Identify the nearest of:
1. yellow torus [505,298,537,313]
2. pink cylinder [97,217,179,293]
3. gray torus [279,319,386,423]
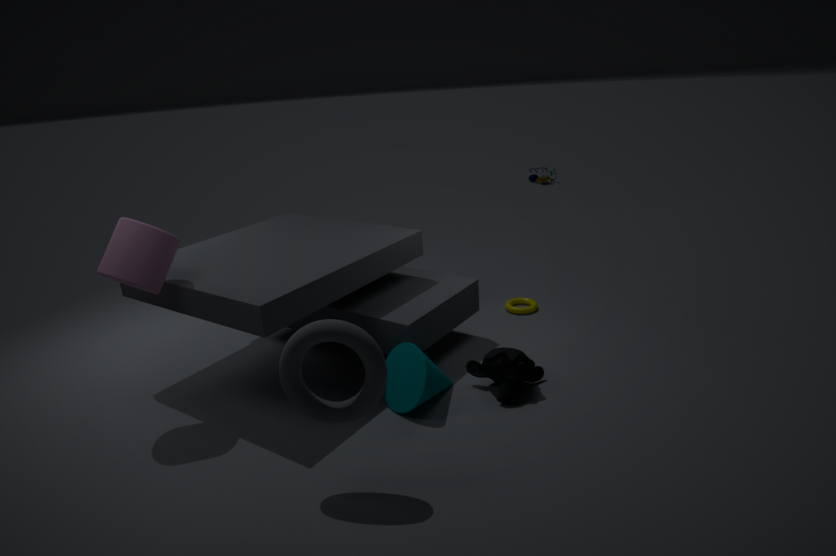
gray torus [279,319,386,423]
